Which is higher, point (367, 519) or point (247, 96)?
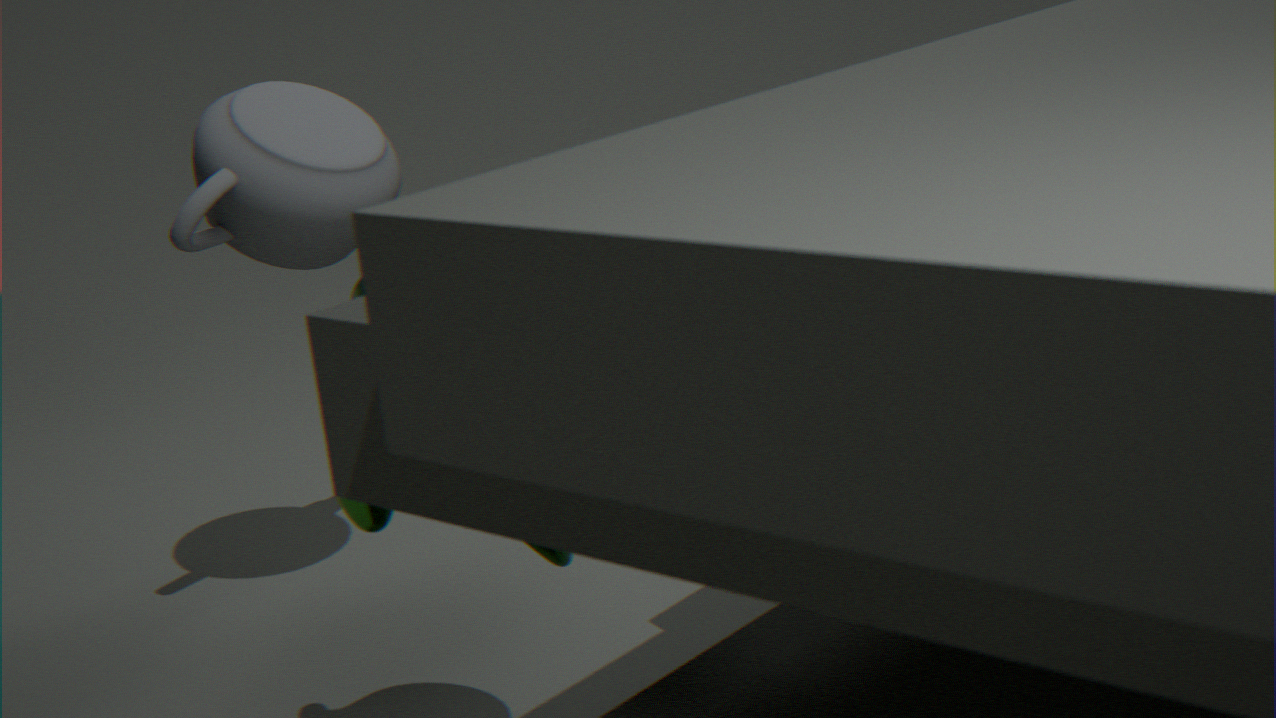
point (247, 96)
